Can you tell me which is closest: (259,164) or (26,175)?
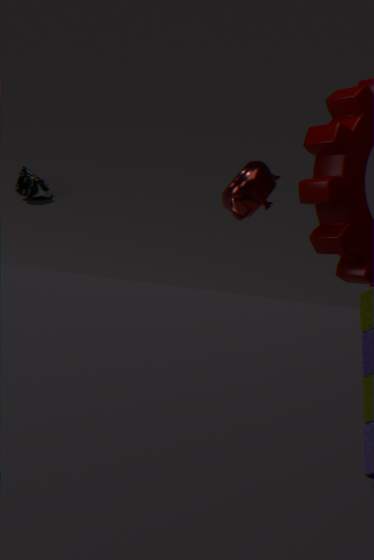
(259,164)
